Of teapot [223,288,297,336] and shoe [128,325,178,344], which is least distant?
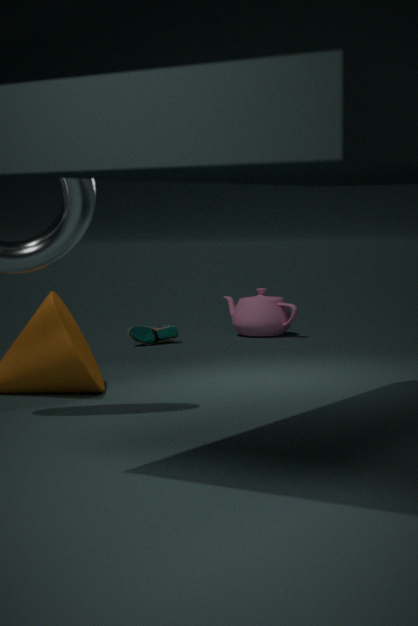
shoe [128,325,178,344]
